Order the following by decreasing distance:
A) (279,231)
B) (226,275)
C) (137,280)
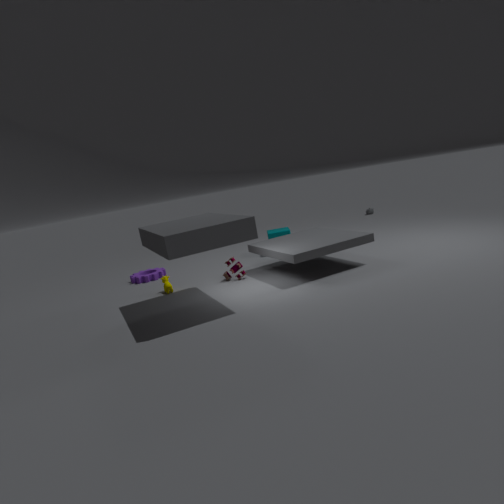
(279,231)
(137,280)
(226,275)
